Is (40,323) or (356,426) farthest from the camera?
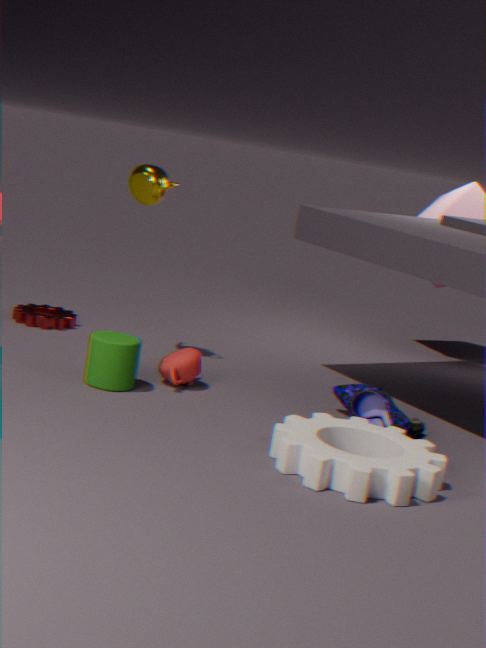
(40,323)
